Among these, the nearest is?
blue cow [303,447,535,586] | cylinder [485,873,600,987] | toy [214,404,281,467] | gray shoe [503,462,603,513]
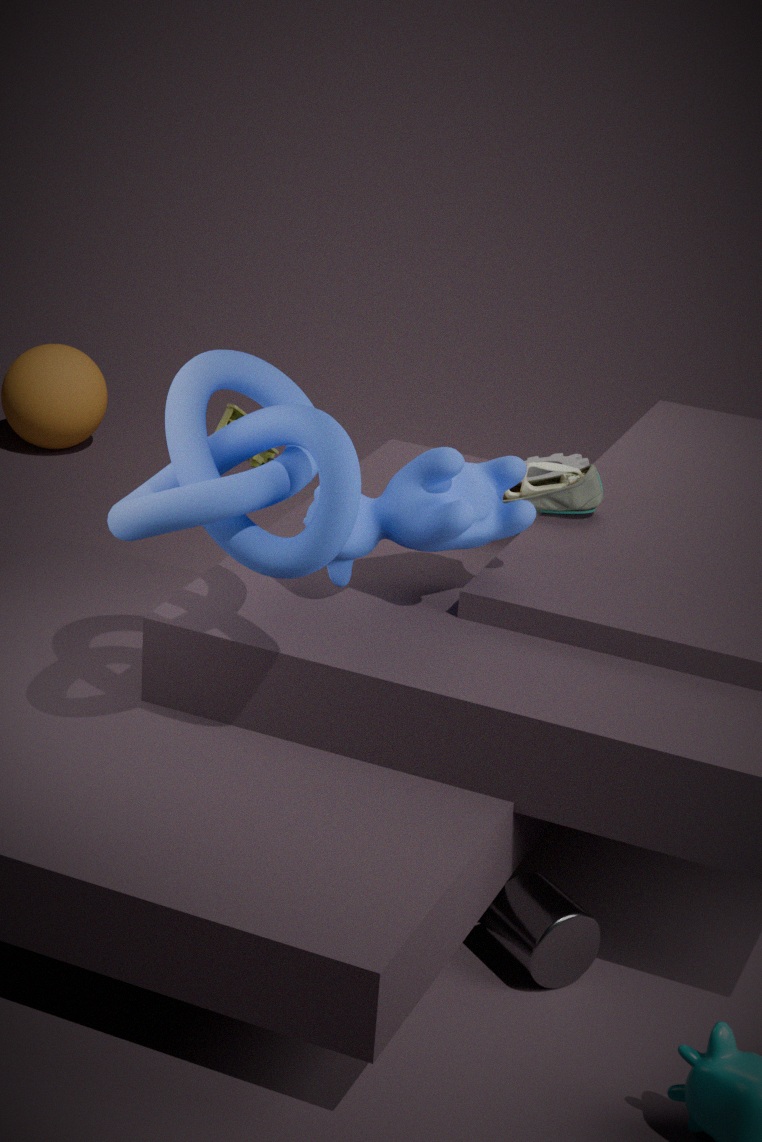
cylinder [485,873,600,987]
